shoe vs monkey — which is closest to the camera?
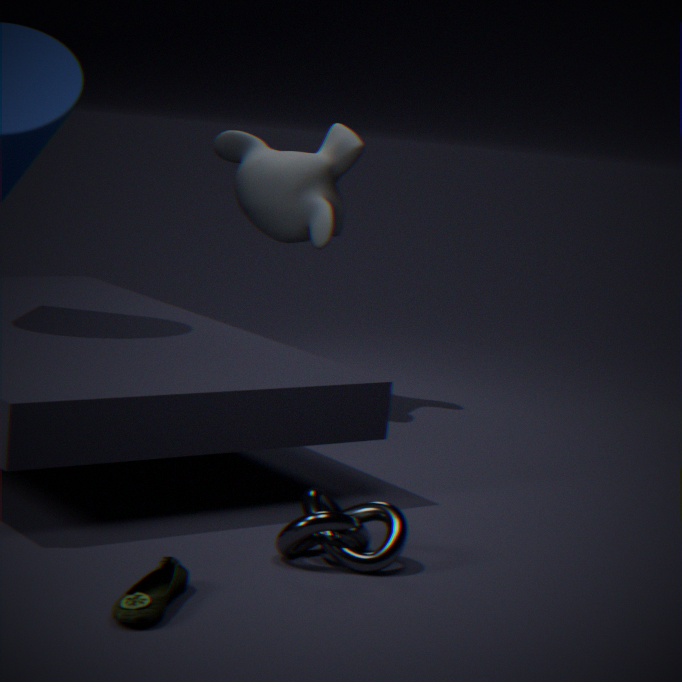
shoe
